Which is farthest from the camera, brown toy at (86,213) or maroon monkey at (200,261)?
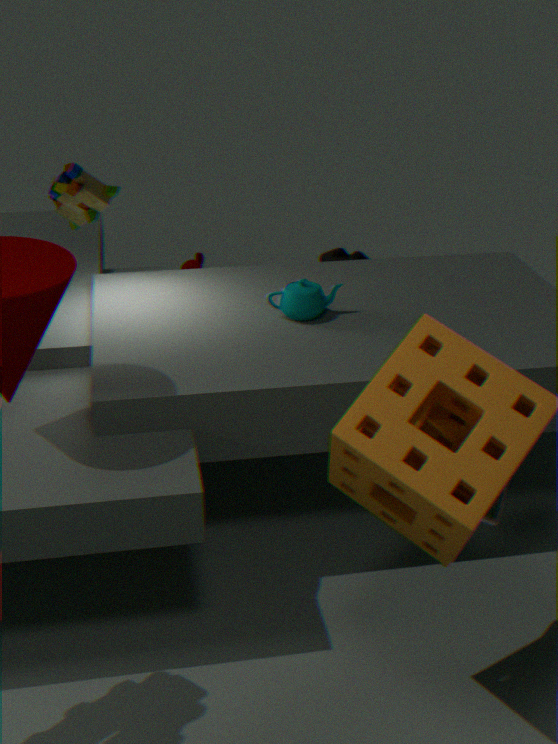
maroon monkey at (200,261)
